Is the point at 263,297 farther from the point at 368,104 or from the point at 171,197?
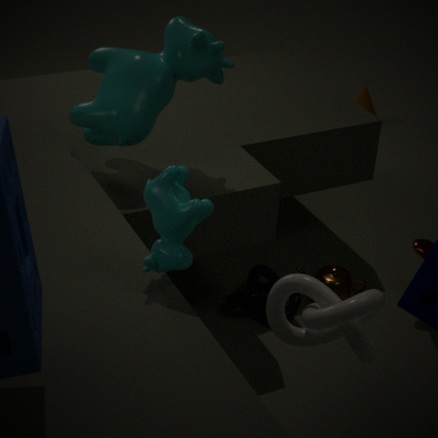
the point at 368,104
